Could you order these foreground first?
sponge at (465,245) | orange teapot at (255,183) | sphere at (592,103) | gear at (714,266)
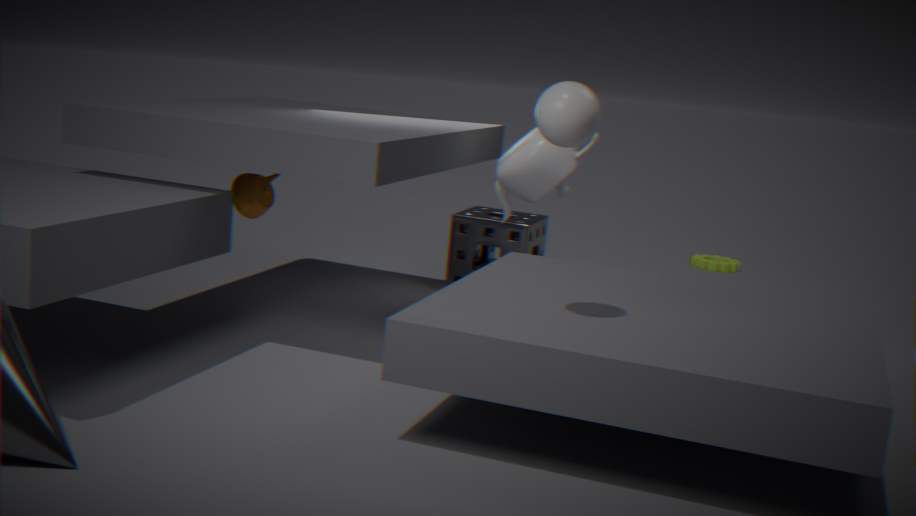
sphere at (592,103) → orange teapot at (255,183) → sponge at (465,245) → gear at (714,266)
